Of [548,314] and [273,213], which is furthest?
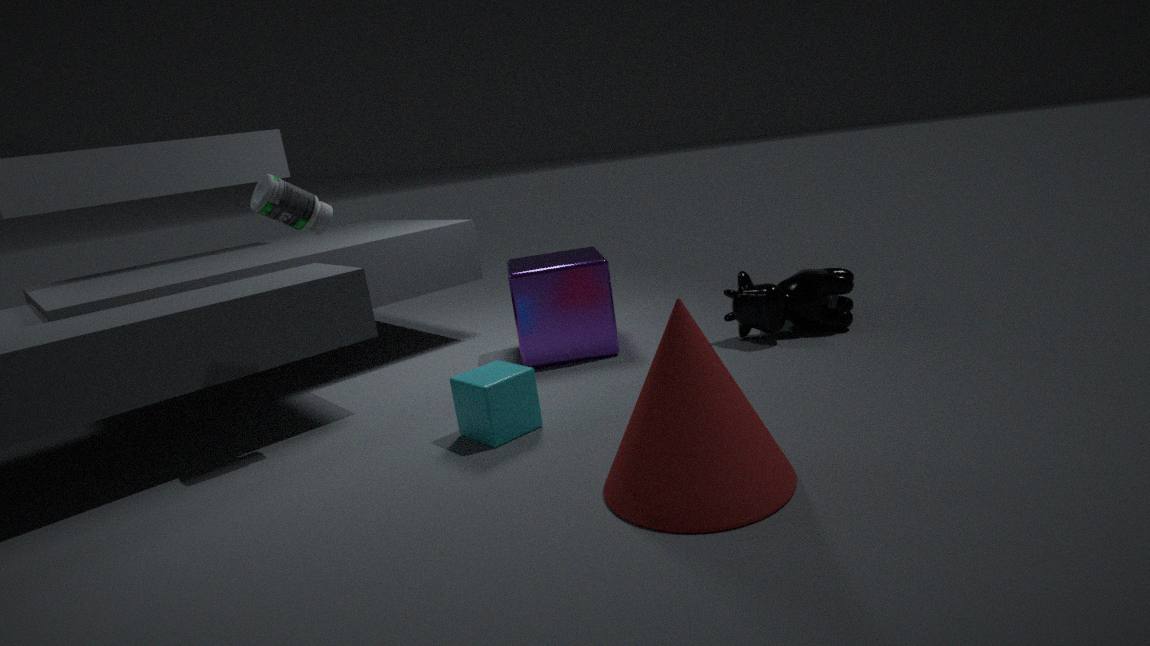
[548,314]
